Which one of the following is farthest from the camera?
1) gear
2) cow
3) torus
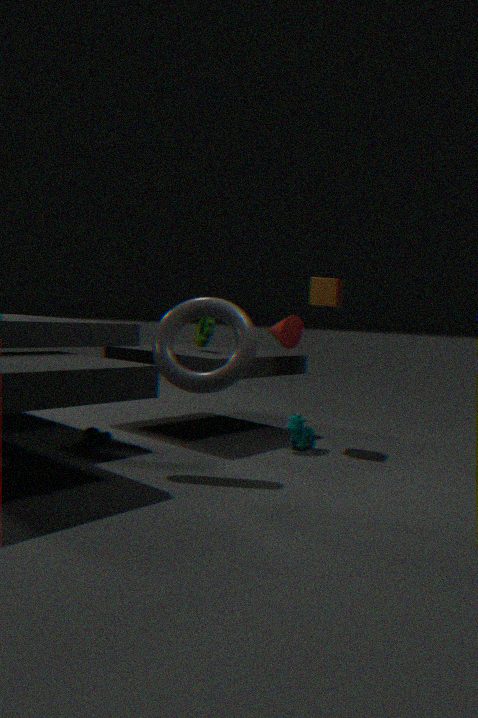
1. gear
